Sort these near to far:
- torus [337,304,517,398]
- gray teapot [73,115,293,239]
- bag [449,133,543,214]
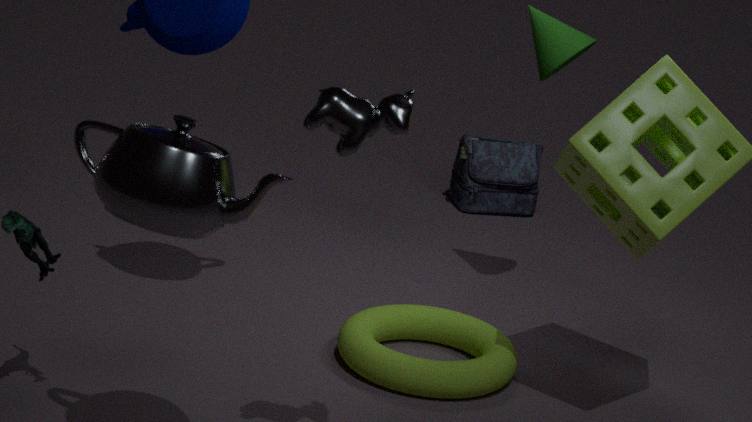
gray teapot [73,115,293,239] → torus [337,304,517,398] → bag [449,133,543,214]
